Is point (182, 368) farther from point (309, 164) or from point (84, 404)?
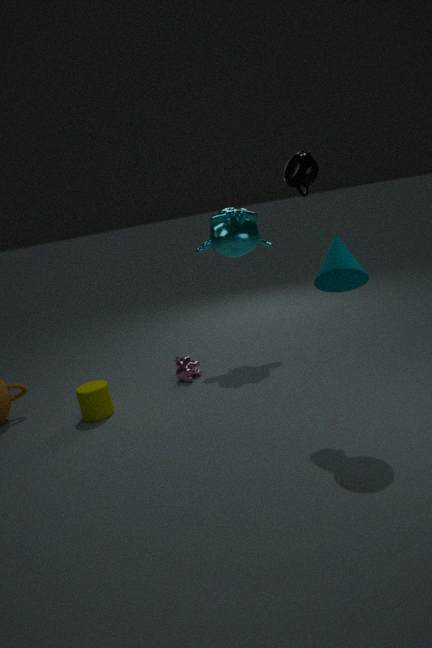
point (309, 164)
